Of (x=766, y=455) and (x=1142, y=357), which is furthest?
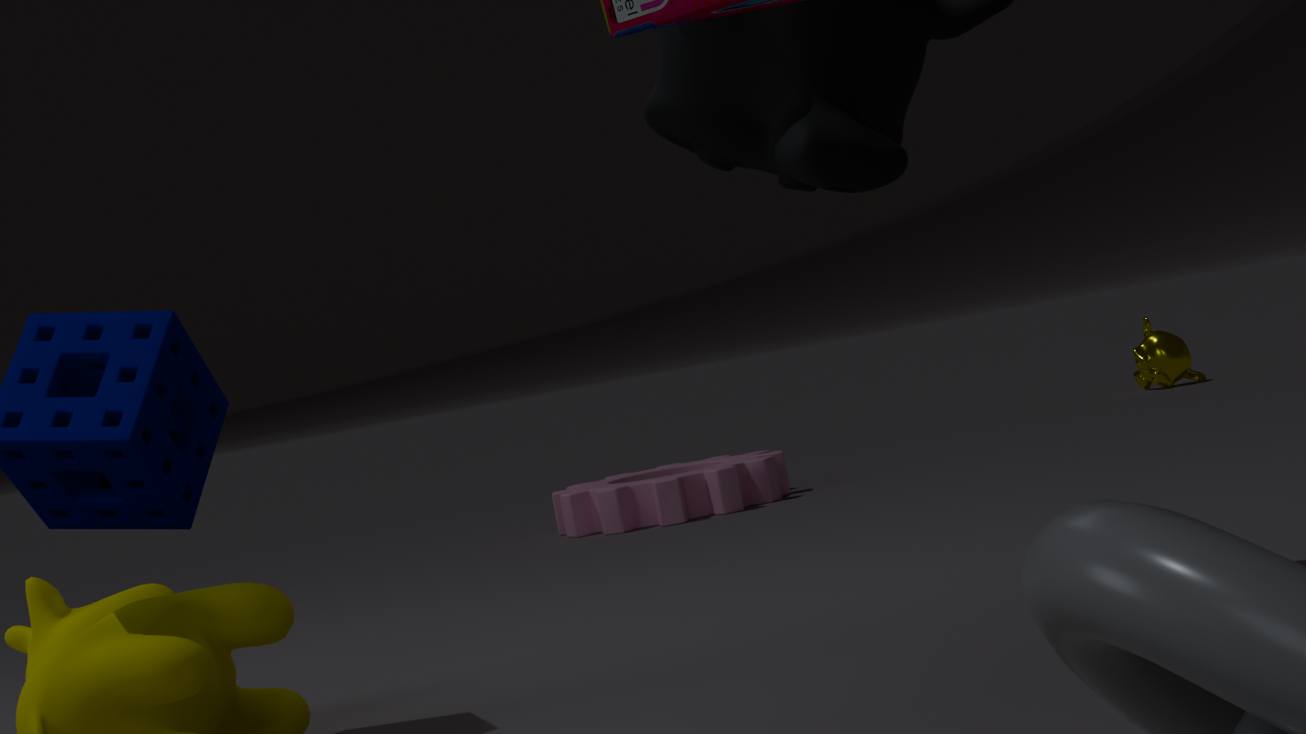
(x=1142, y=357)
